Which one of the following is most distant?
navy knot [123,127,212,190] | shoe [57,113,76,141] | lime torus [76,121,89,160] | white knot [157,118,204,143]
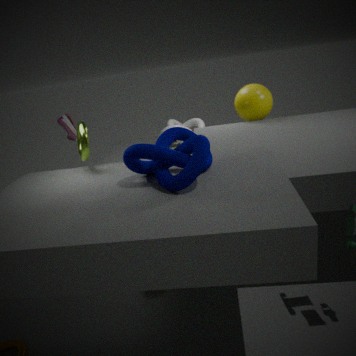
white knot [157,118,204,143]
